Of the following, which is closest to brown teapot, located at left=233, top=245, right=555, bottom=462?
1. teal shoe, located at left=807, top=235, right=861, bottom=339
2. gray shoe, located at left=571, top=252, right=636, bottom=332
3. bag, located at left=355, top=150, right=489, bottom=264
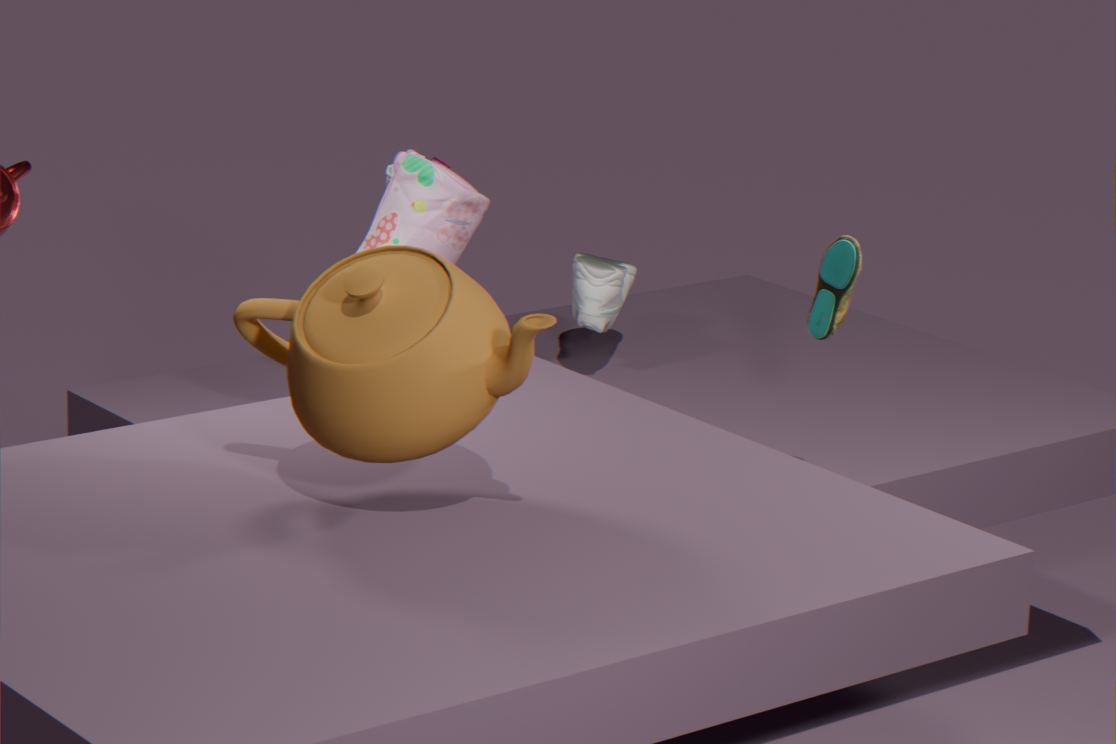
teal shoe, located at left=807, top=235, right=861, bottom=339
